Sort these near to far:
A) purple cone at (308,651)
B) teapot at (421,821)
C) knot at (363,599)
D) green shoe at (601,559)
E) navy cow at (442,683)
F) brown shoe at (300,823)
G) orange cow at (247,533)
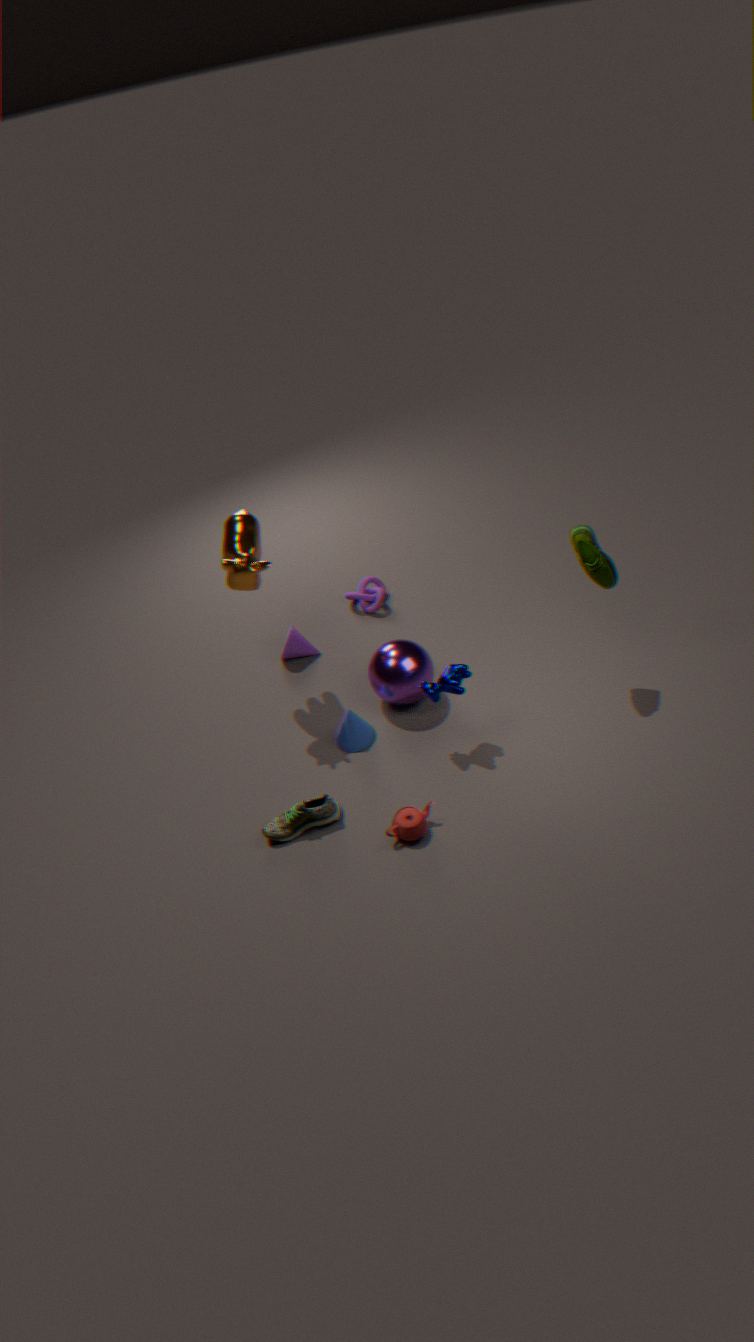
1. teapot at (421,821)
2. brown shoe at (300,823)
3. green shoe at (601,559)
4. navy cow at (442,683)
5. orange cow at (247,533)
6. purple cone at (308,651)
7. knot at (363,599)
